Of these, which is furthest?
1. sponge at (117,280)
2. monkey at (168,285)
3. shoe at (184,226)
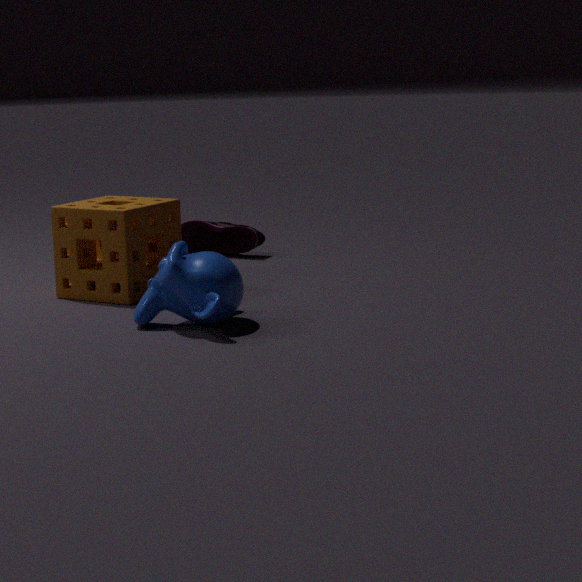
shoe at (184,226)
